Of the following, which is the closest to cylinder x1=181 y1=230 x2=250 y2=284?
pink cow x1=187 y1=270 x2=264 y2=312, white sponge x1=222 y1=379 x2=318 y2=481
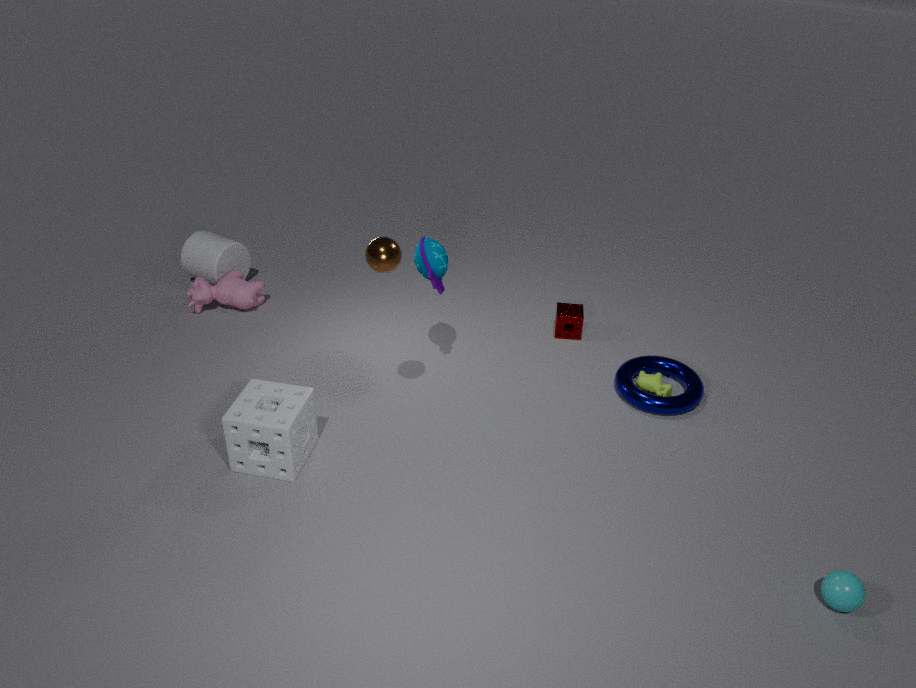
pink cow x1=187 y1=270 x2=264 y2=312
